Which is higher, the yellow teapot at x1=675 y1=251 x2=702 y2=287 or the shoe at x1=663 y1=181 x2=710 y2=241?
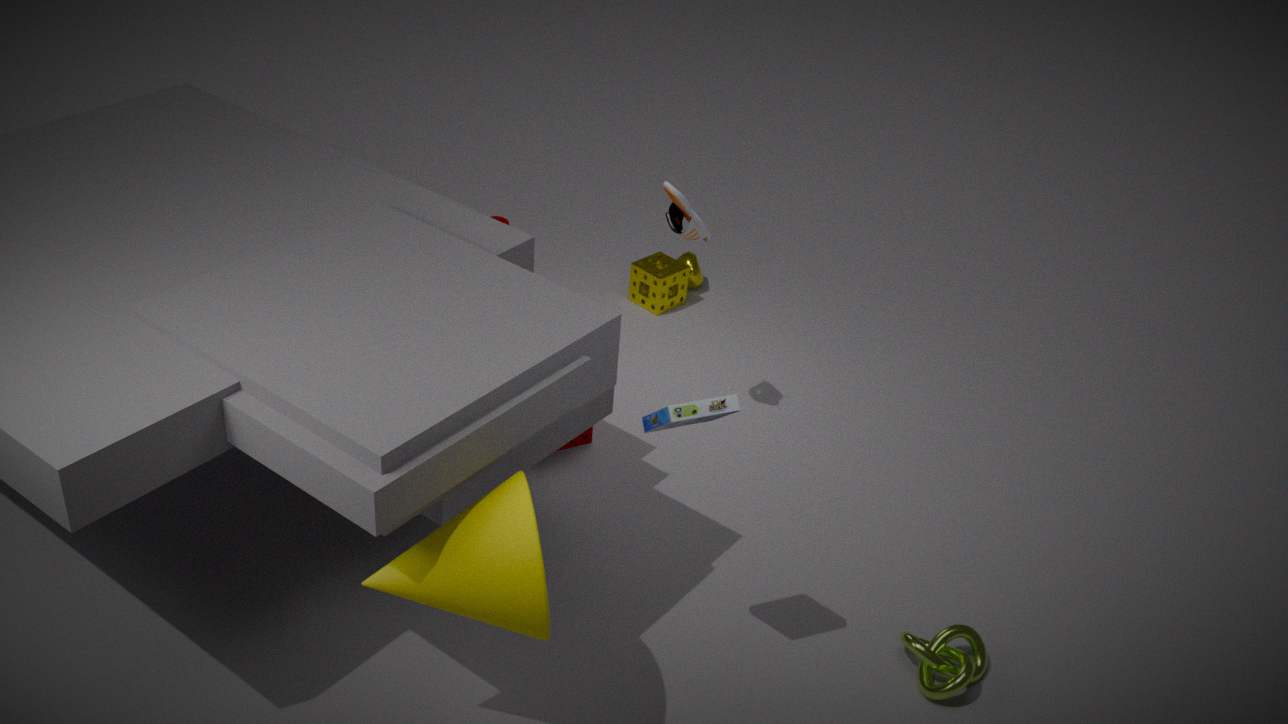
the shoe at x1=663 y1=181 x2=710 y2=241
